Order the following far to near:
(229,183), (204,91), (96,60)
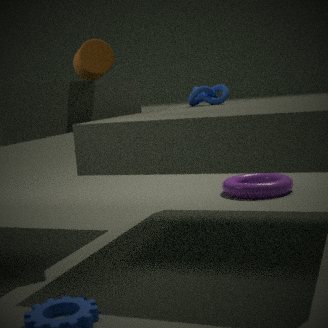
1. (229,183)
2. (204,91)
3. (96,60)
